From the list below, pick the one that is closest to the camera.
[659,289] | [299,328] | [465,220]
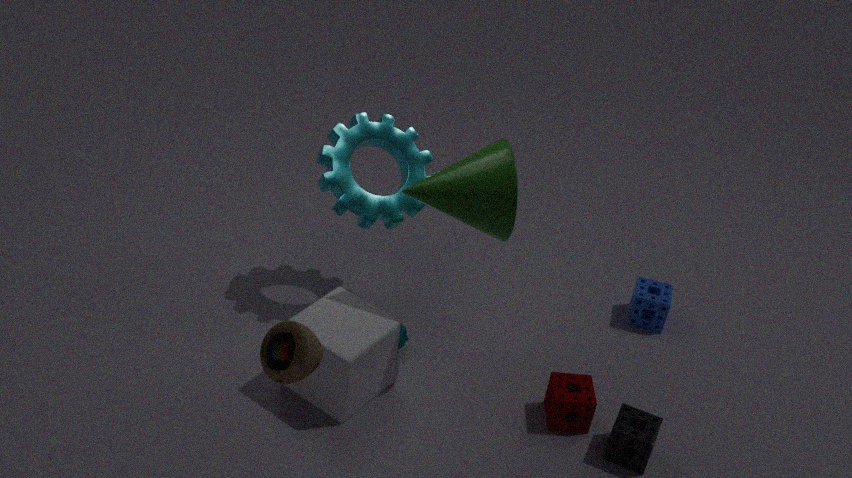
[299,328]
